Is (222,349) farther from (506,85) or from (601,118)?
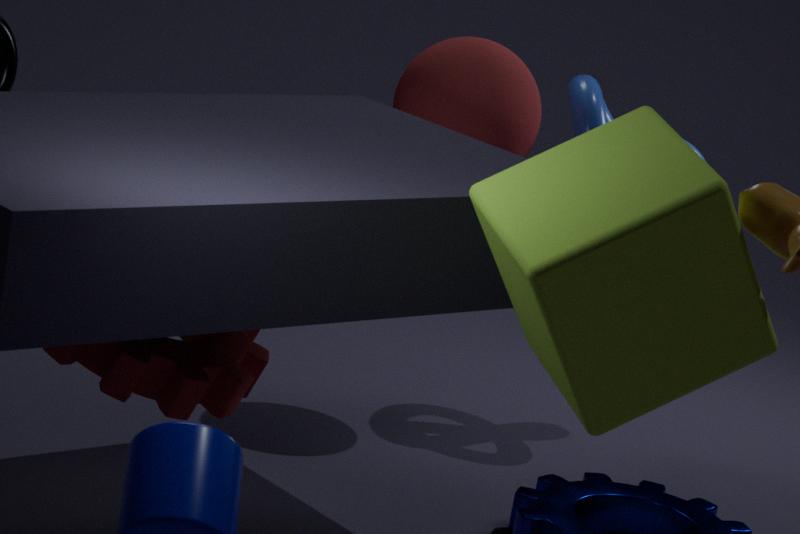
(601,118)
